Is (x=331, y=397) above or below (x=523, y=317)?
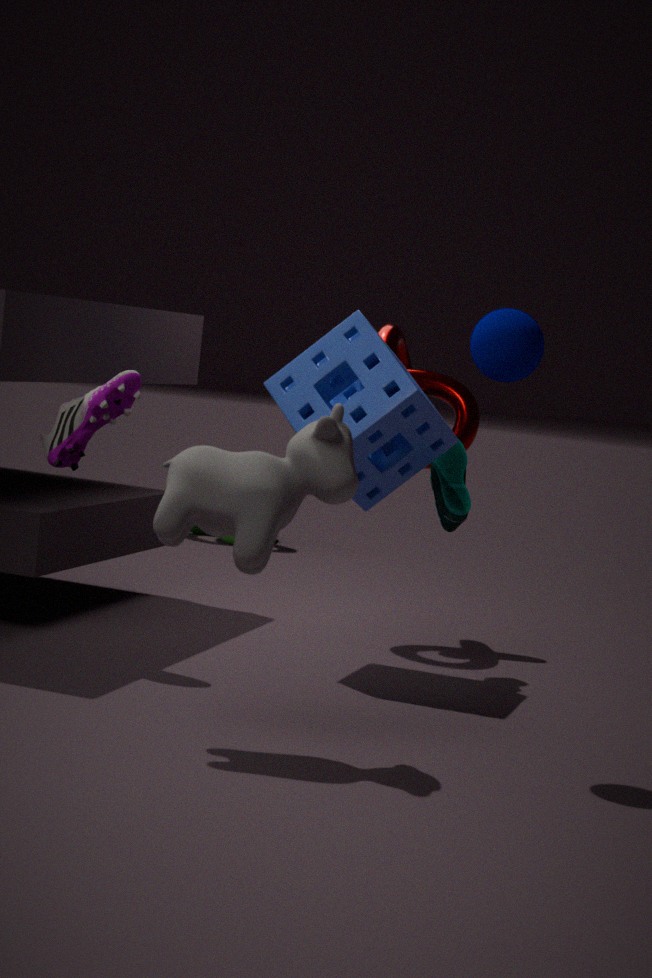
below
